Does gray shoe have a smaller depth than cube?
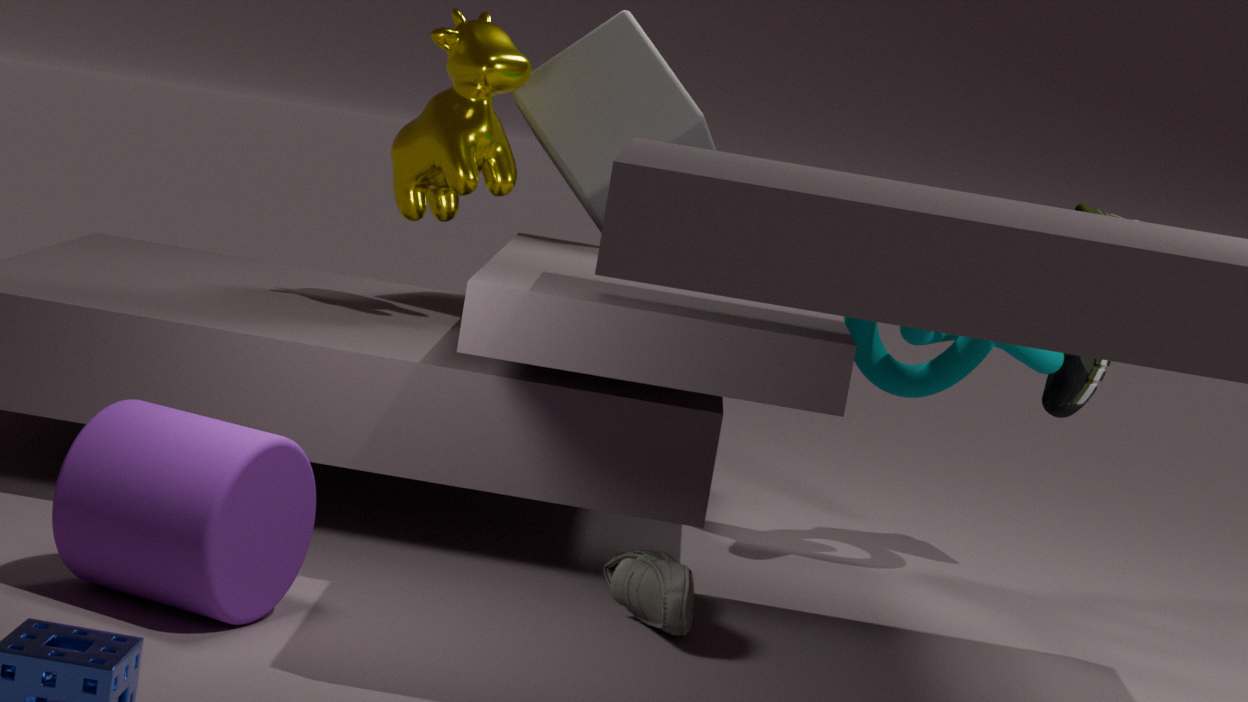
Yes
